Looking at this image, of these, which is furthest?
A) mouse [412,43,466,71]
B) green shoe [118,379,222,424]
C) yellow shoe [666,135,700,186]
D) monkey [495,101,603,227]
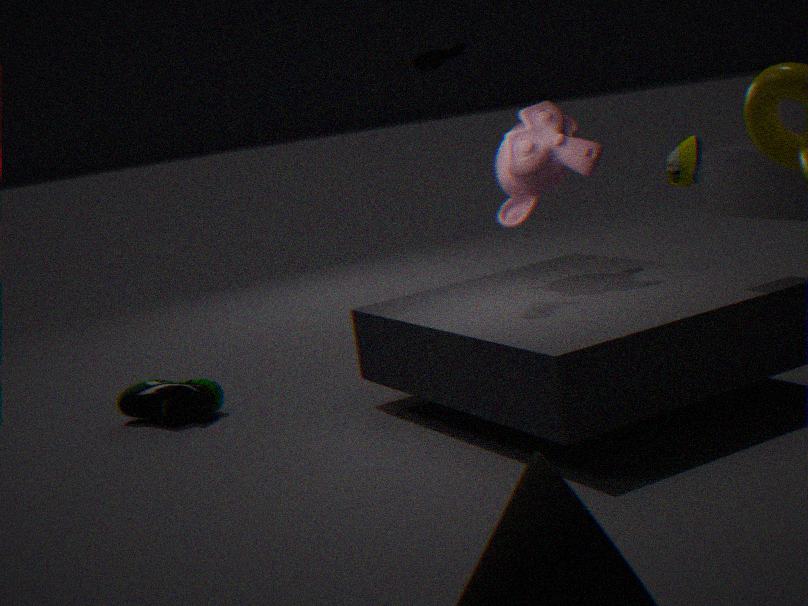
green shoe [118,379,222,424]
